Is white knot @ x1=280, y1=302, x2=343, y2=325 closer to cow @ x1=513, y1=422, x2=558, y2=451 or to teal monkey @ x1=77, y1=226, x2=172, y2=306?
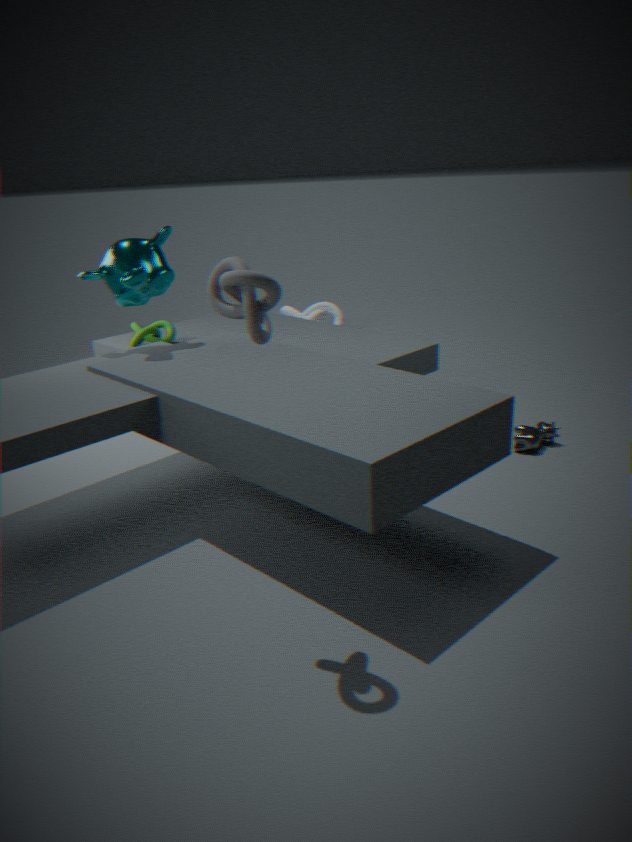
teal monkey @ x1=77, y1=226, x2=172, y2=306
